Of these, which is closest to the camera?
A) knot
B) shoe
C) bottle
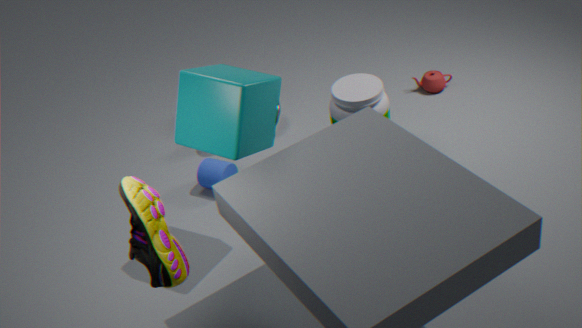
shoe
